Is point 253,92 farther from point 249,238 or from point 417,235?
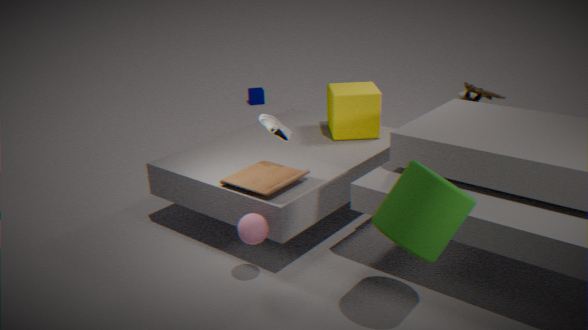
point 417,235
